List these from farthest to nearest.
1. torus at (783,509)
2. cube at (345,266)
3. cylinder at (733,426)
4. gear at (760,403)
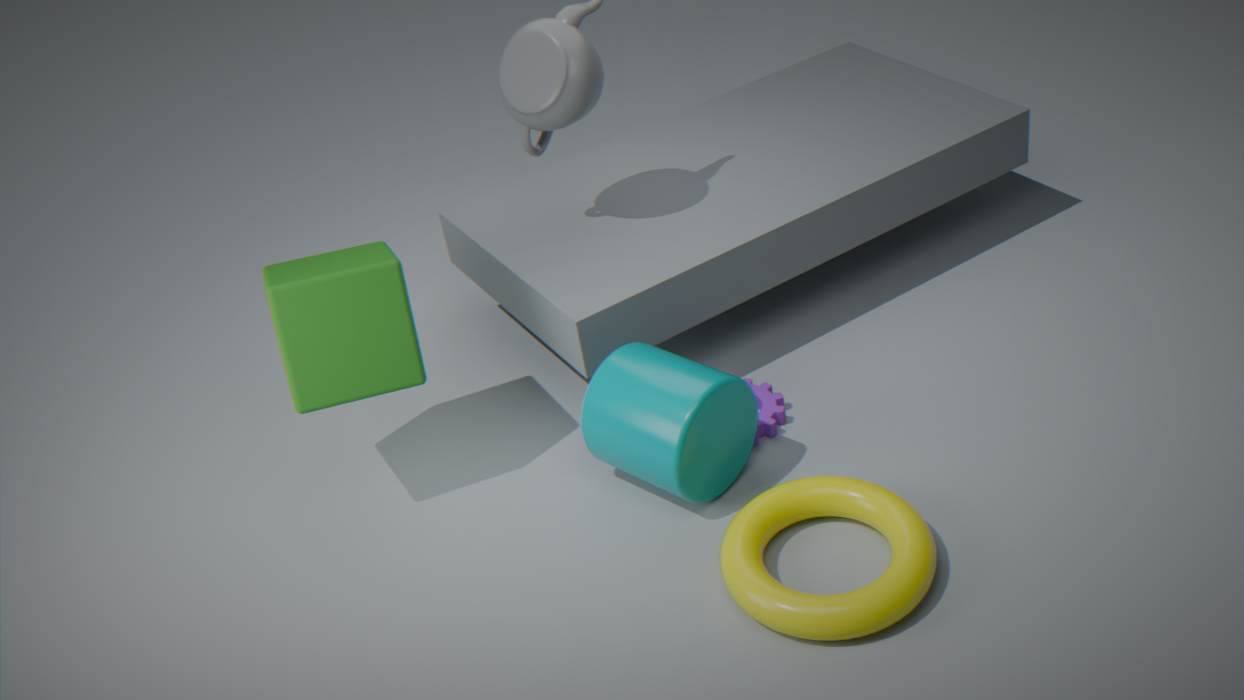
gear at (760,403), cube at (345,266), cylinder at (733,426), torus at (783,509)
